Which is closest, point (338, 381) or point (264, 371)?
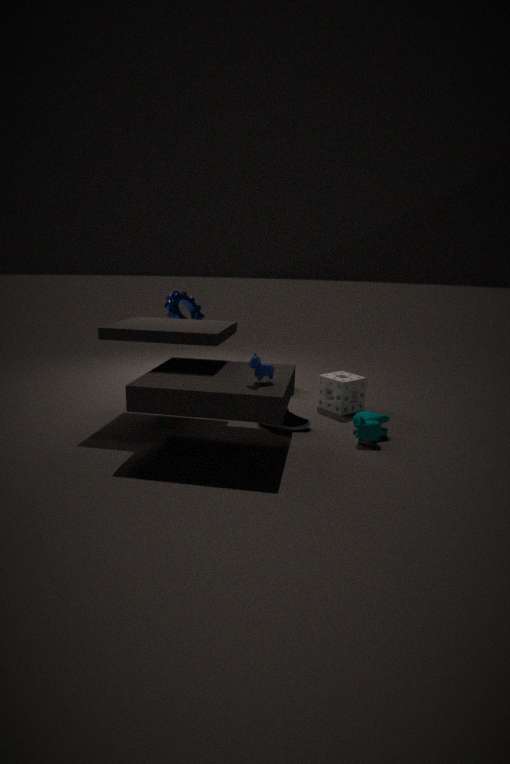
point (264, 371)
